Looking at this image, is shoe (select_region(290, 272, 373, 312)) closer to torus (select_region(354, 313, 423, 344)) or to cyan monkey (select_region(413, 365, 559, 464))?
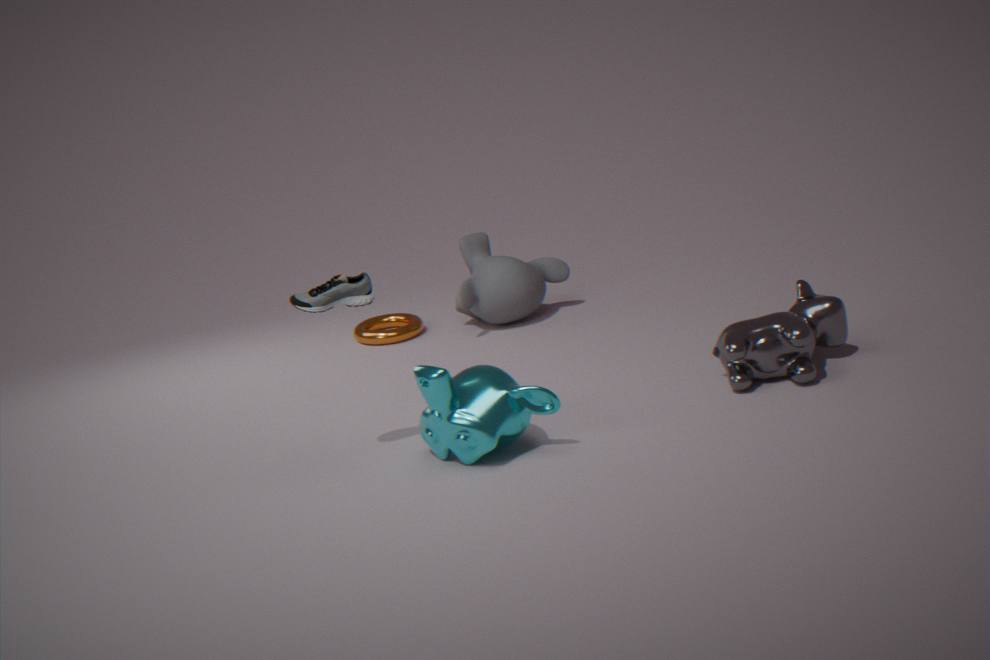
cyan monkey (select_region(413, 365, 559, 464))
